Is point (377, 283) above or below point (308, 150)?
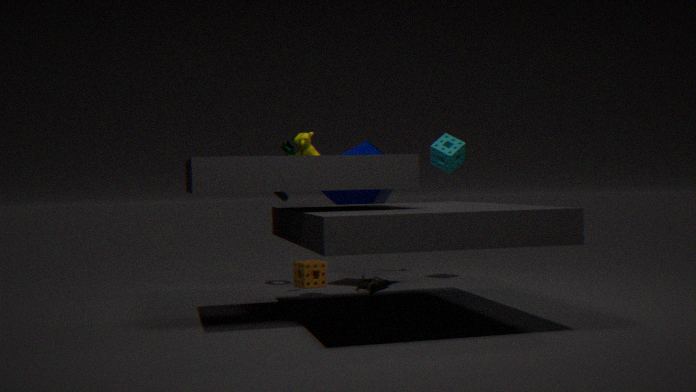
below
